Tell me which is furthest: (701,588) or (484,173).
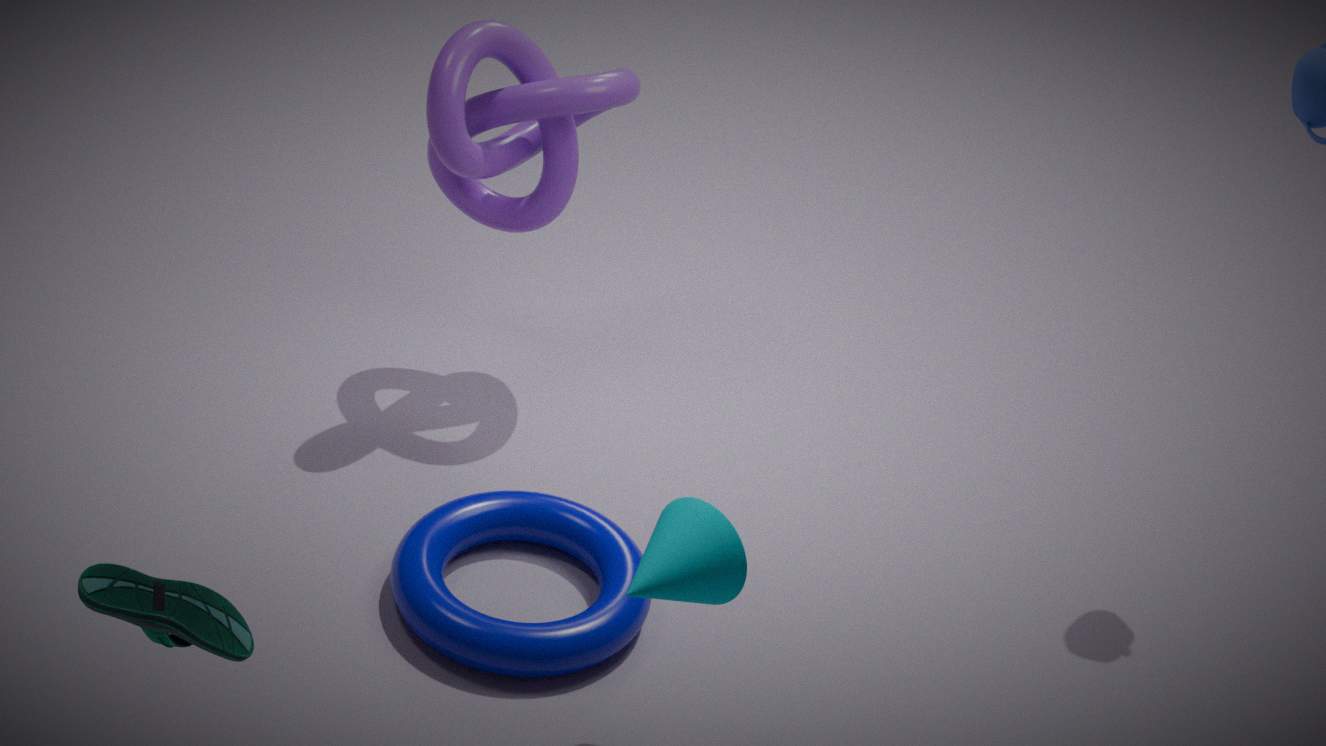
(484,173)
